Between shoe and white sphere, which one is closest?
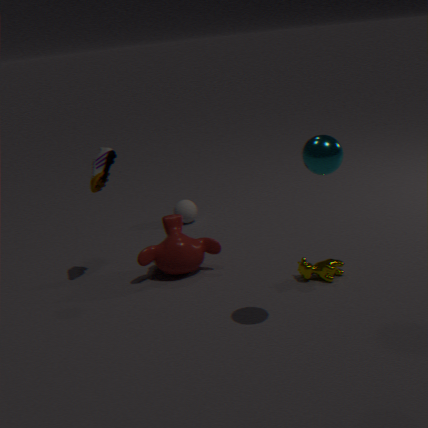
shoe
